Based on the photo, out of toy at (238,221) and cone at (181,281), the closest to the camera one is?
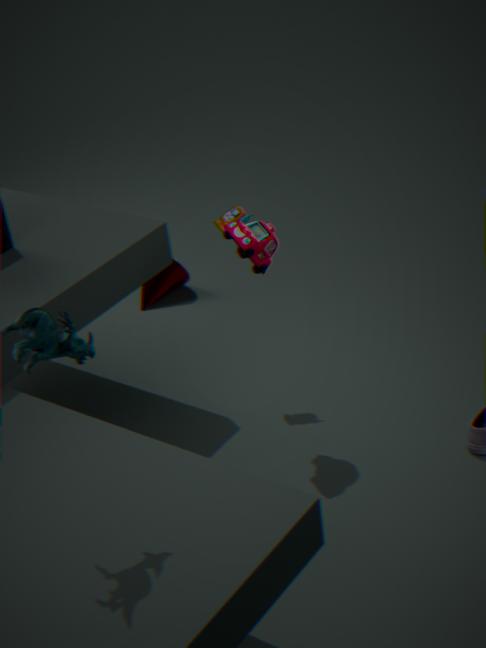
toy at (238,221)
